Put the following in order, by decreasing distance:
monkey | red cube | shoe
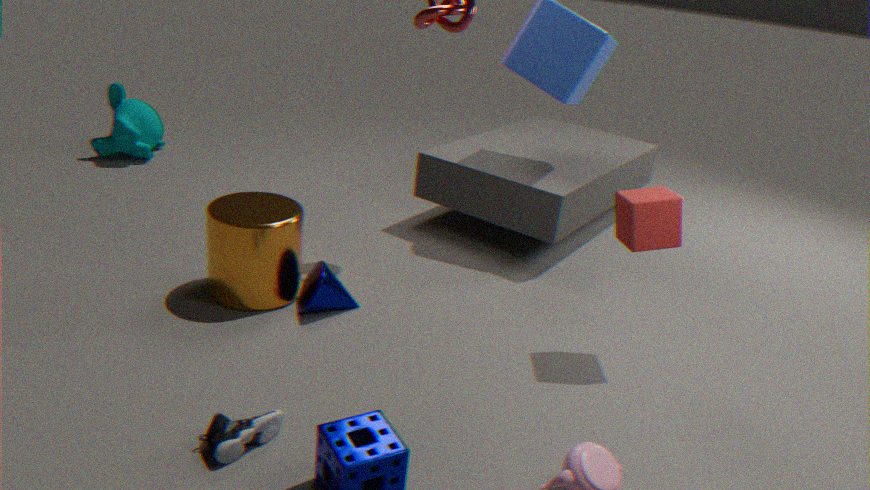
monkey
red cube
shoe
